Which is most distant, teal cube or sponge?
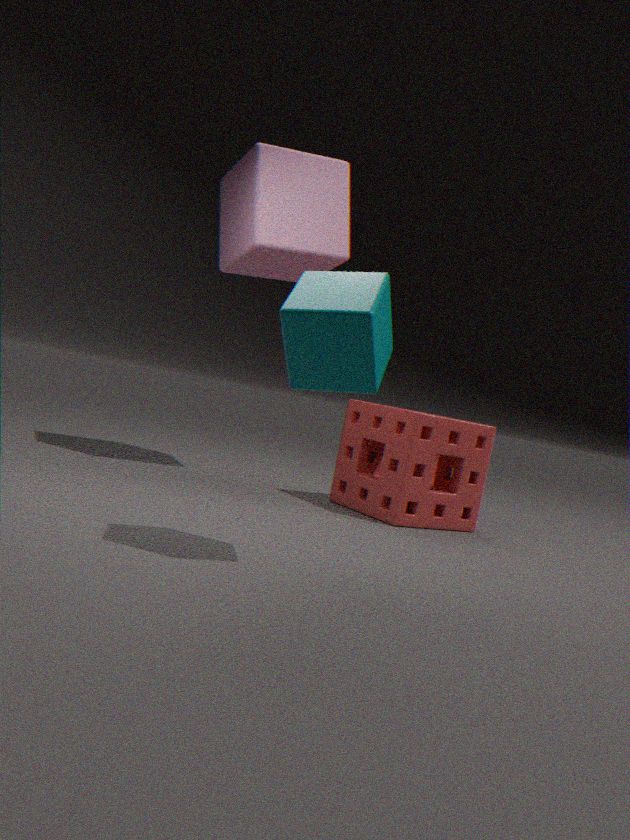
sponge
